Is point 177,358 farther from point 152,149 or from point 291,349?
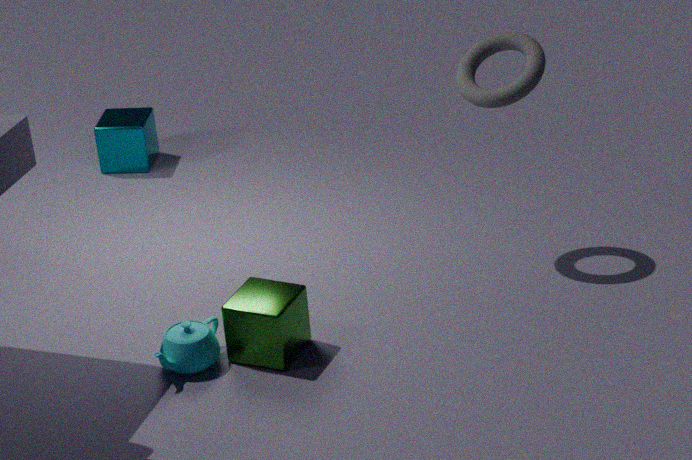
point 152,149
